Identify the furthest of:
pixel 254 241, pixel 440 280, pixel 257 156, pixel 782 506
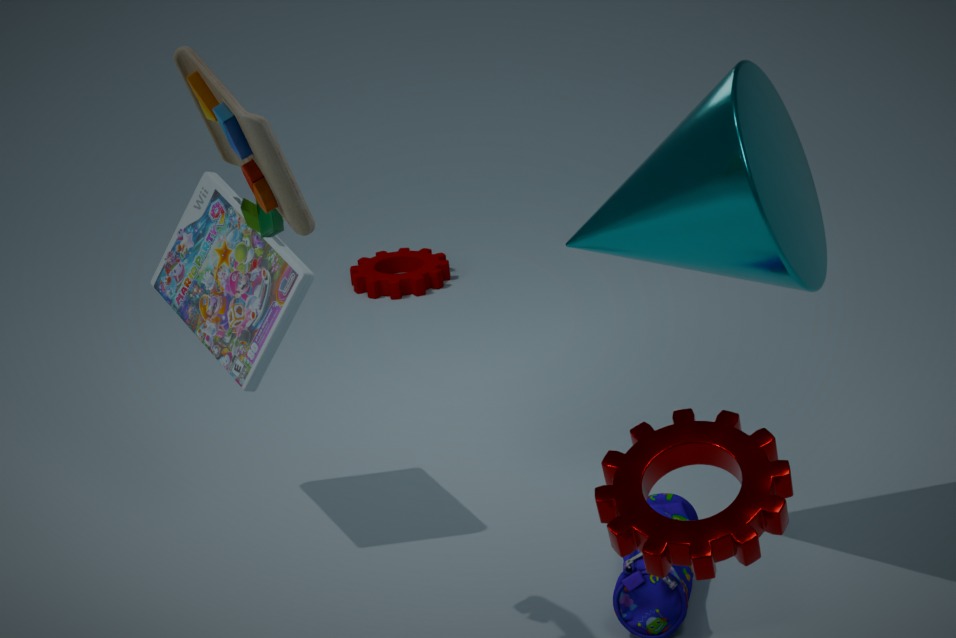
pixel 440 280
